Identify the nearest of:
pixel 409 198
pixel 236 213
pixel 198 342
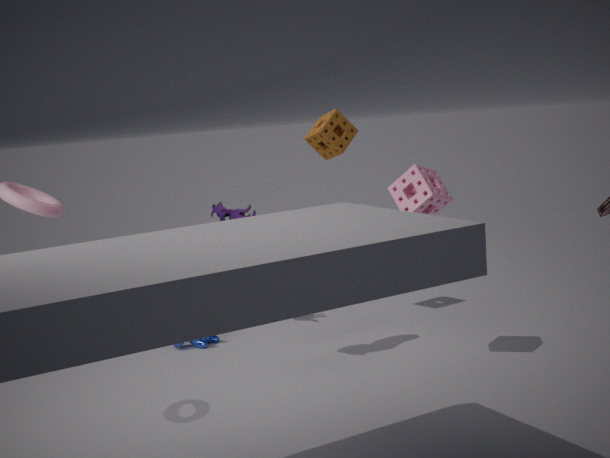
pixel 409 198
